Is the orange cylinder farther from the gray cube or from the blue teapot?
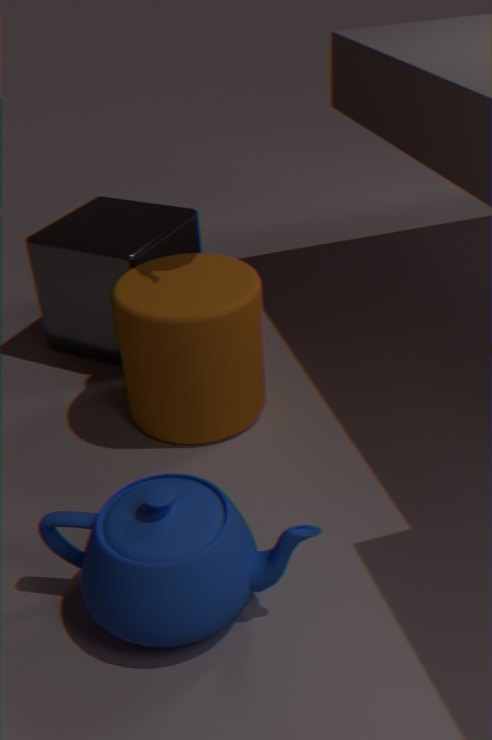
the blue teapot
